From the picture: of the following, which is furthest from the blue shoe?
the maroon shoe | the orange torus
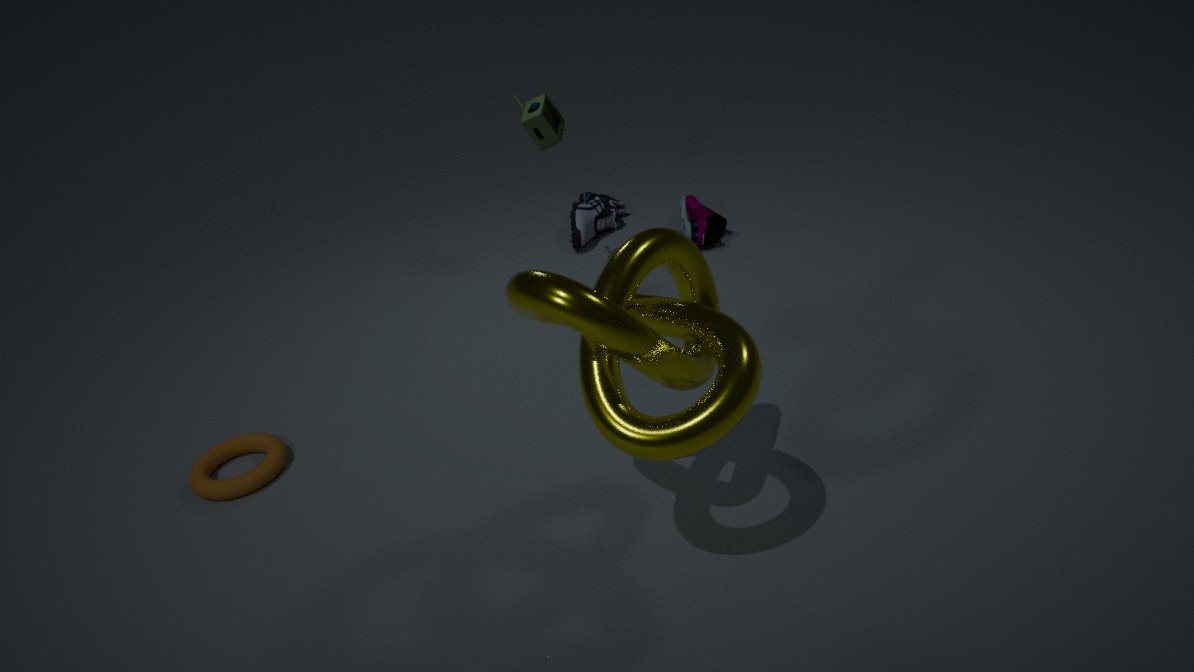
the orange torus
